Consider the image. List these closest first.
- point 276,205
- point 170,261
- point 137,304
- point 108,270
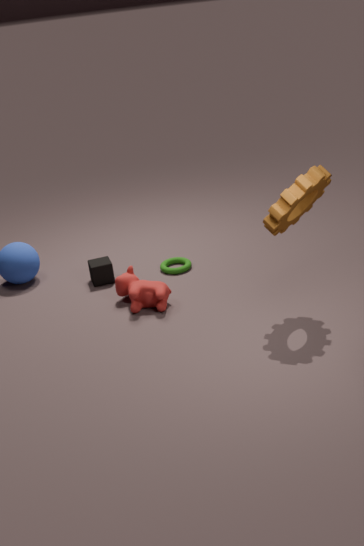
1. point 276,205
2. point 137,304
3. point 108,270
4. point 170,261
